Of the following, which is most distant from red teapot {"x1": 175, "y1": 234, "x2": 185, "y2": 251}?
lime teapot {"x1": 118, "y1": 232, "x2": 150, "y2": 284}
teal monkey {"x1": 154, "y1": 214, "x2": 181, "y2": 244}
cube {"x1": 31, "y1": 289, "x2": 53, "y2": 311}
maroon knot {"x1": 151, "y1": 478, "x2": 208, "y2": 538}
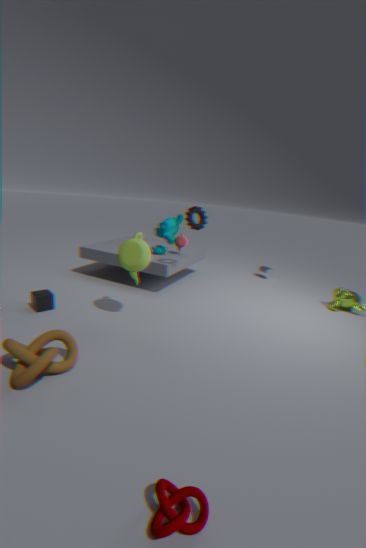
maroon knot {"x1": 151, "y1": 478, "x2": 208, "y2": 538}
